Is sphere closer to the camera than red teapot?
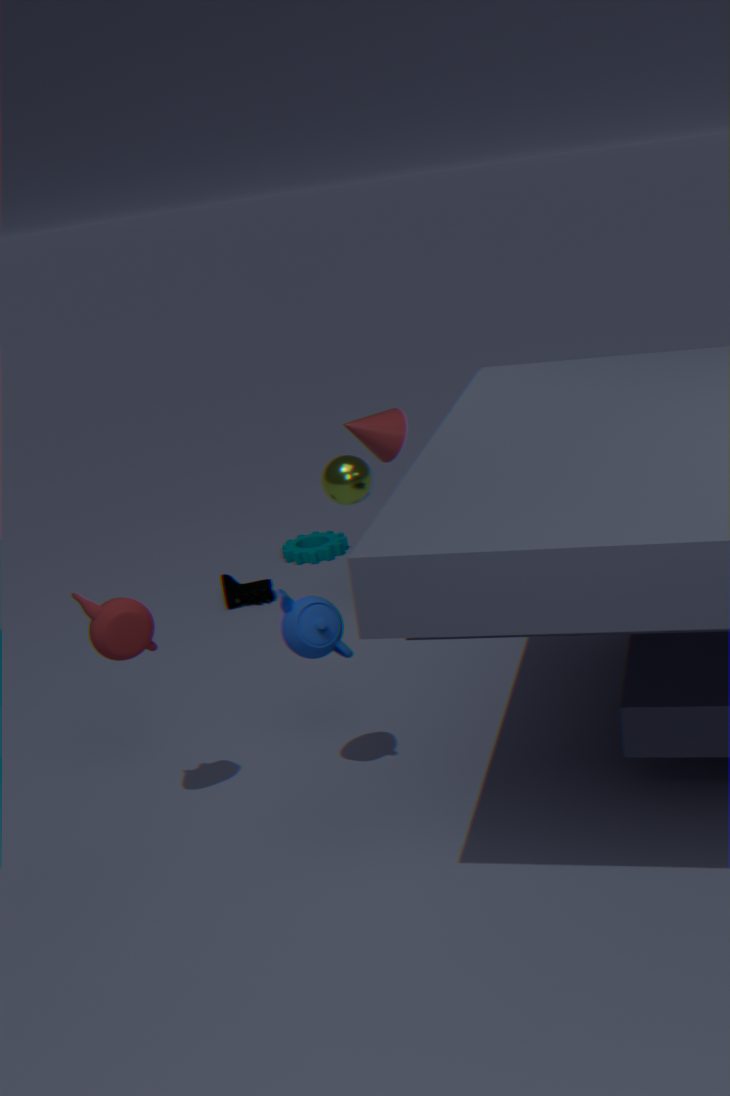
No
